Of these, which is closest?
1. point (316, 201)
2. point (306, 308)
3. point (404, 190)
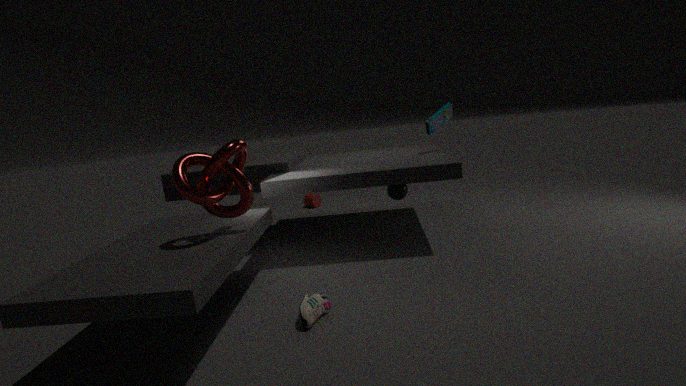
point (306, 308)
